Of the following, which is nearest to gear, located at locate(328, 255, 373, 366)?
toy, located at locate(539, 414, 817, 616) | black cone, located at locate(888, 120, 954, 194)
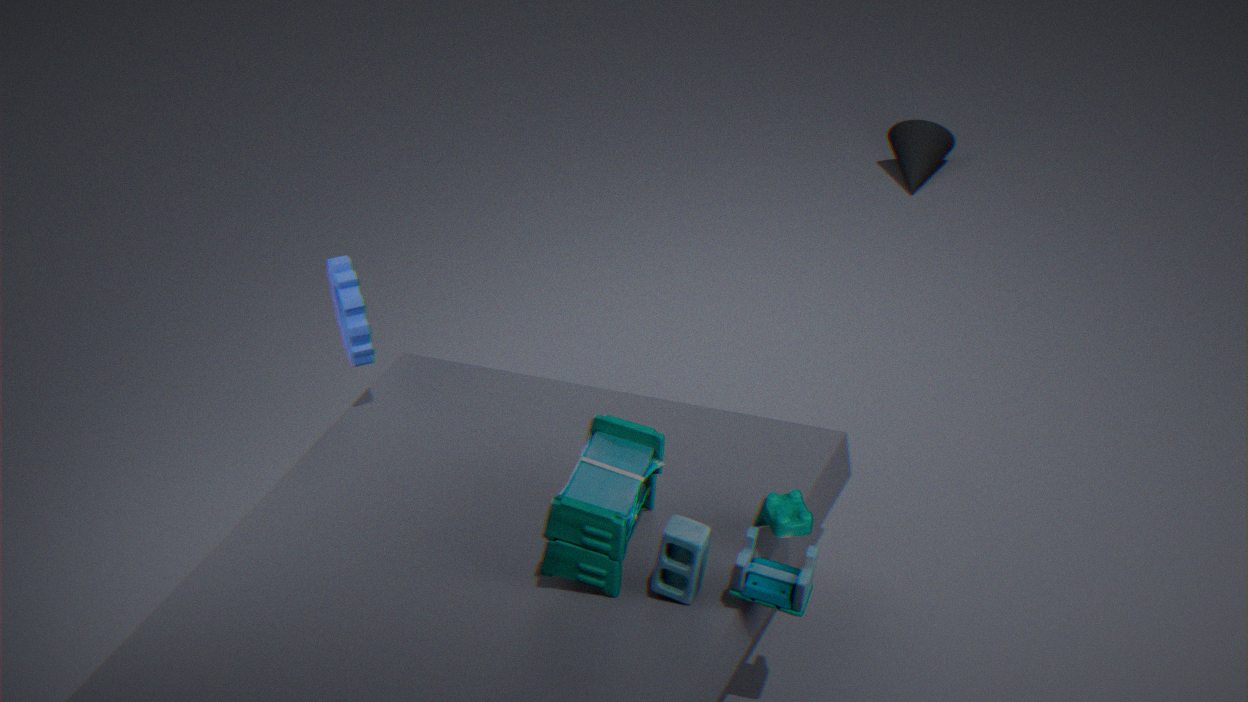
toy, located at locate(539, 414, 817, 616)
